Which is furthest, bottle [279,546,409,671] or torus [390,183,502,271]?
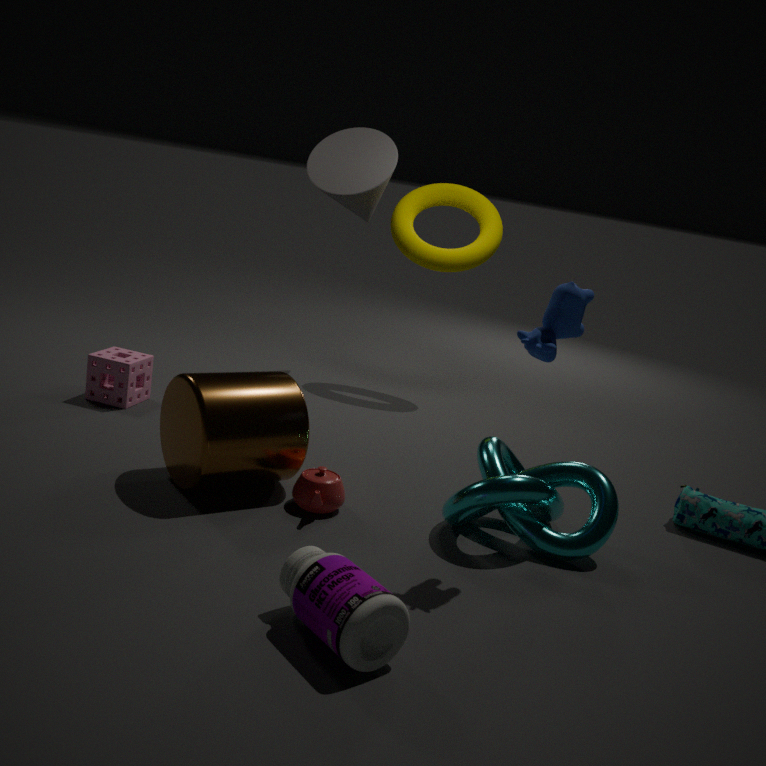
torus [390,183,502,271]
